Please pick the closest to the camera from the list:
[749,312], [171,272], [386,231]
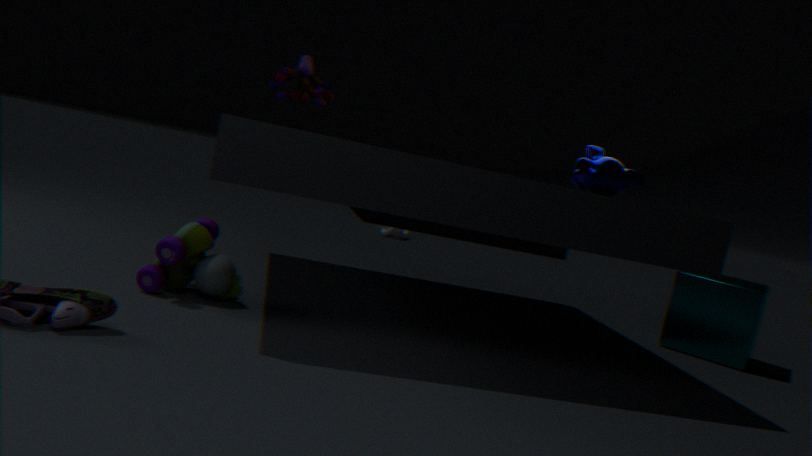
[171,272]
